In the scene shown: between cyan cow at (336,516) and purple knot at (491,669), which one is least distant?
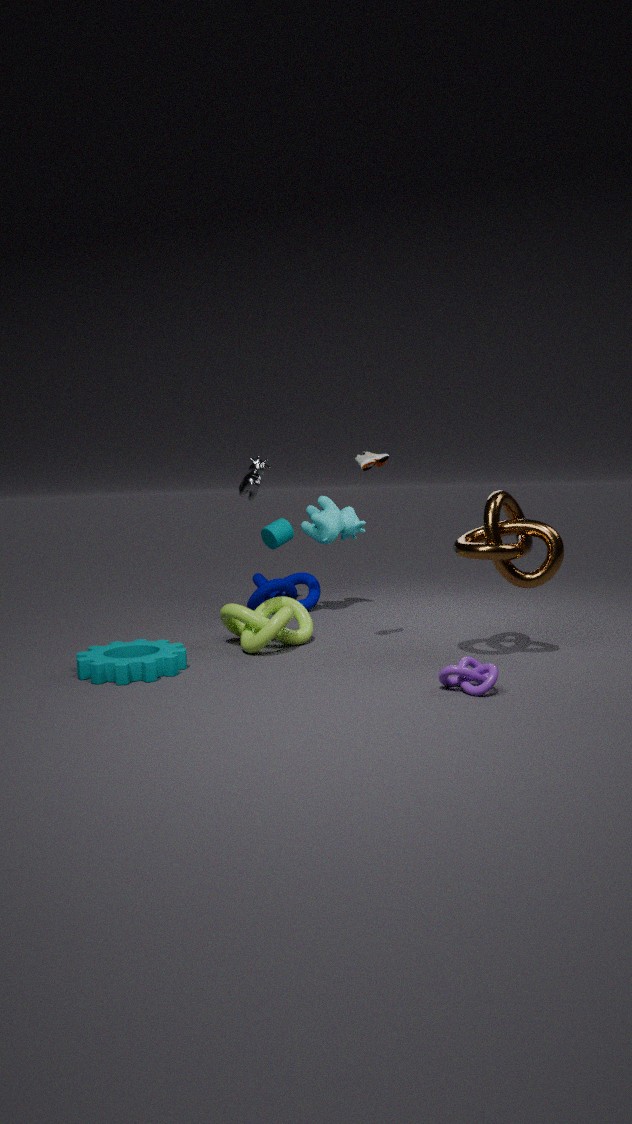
purple knot at (491,669)
